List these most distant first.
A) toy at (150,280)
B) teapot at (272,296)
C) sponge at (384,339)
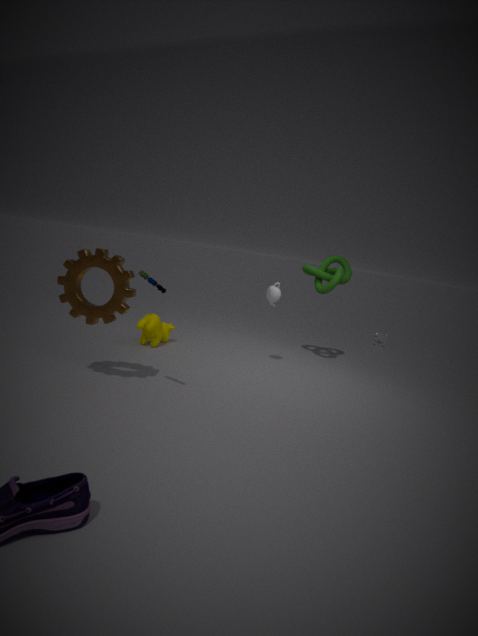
1. sponge at (384,339)
2. teapot at (272,296)
3. toy at (150,280)
